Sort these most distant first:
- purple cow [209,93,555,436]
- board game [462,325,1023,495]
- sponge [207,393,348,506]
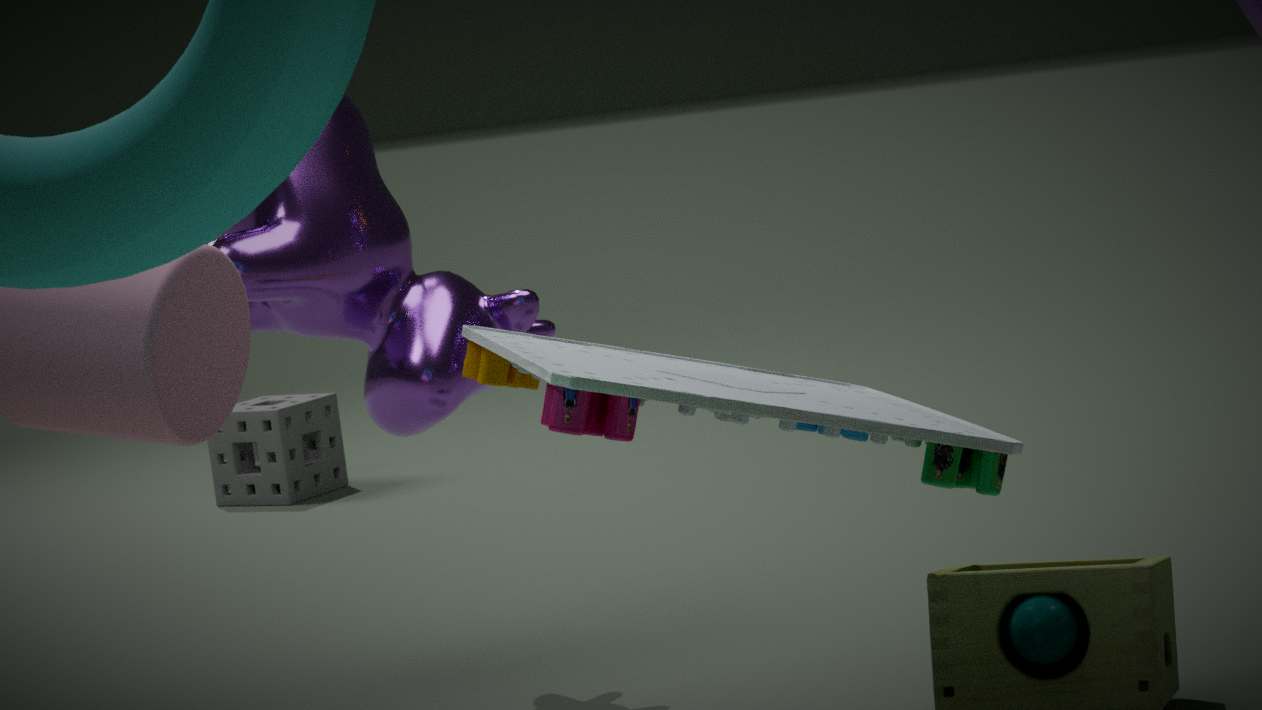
sponge [207,393,348,506]
purple cow [209,93,555,436]
board game [462,325,1023,495]
